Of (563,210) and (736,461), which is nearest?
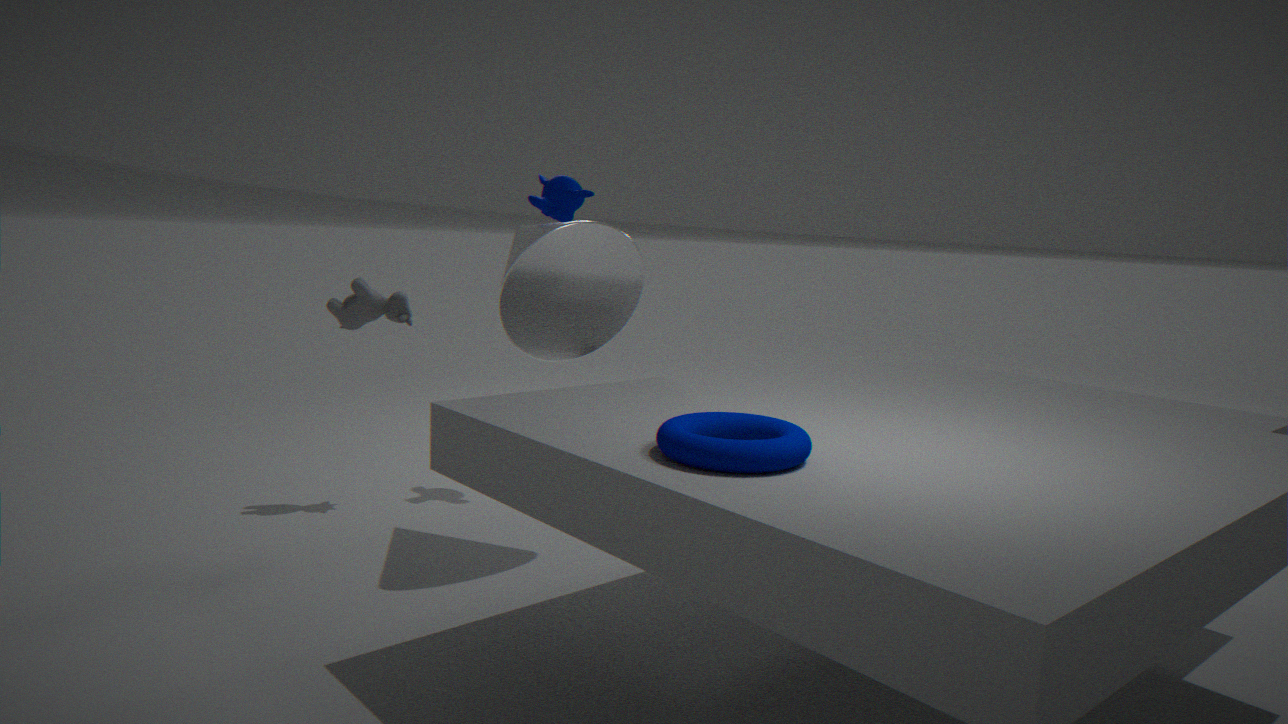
(736,461)
